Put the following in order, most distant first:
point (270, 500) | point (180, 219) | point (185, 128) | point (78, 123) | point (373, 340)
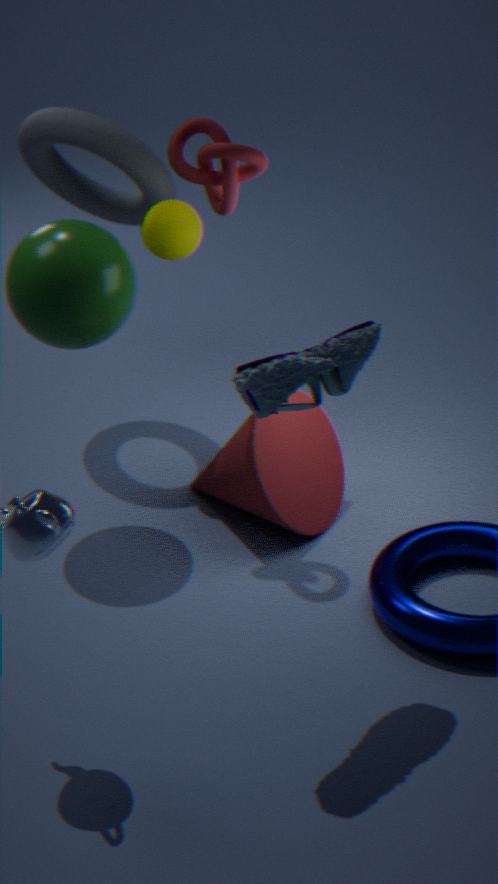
point (78, 123), point (180, 219), point (270, 500), point (185, 128), point (373, 340)
